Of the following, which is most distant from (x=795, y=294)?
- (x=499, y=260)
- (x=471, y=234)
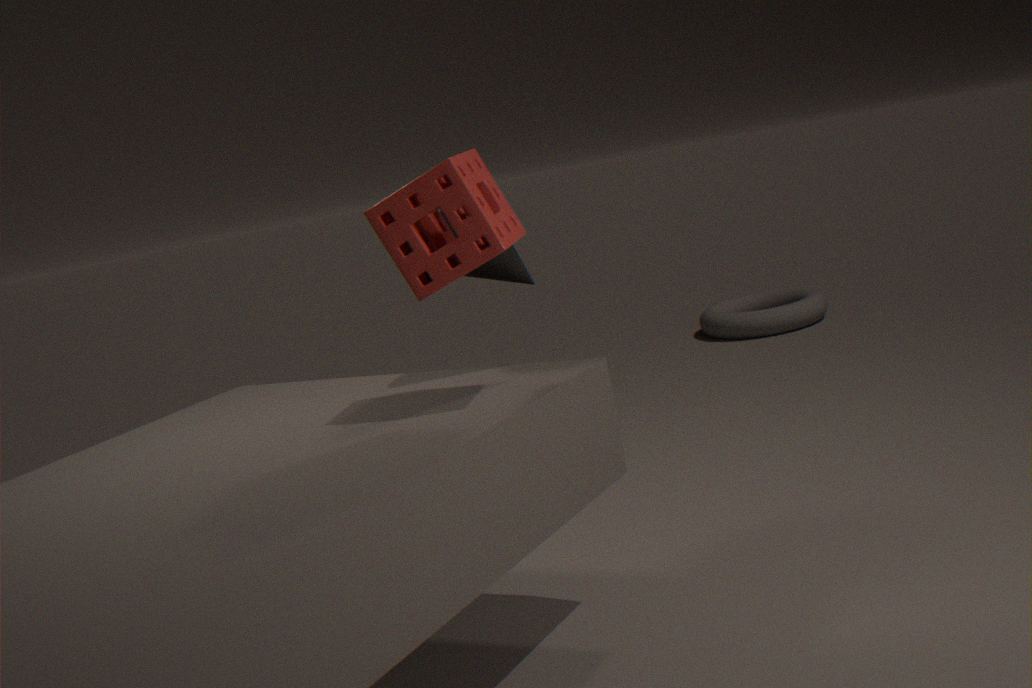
(x=471, y=234)
